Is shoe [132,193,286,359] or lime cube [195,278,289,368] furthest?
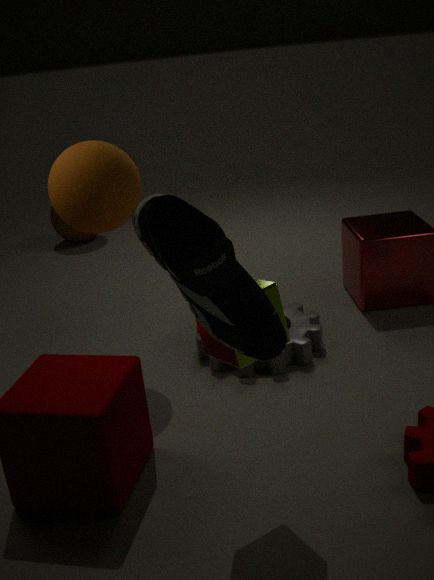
lime cube [195,278,289,368]
